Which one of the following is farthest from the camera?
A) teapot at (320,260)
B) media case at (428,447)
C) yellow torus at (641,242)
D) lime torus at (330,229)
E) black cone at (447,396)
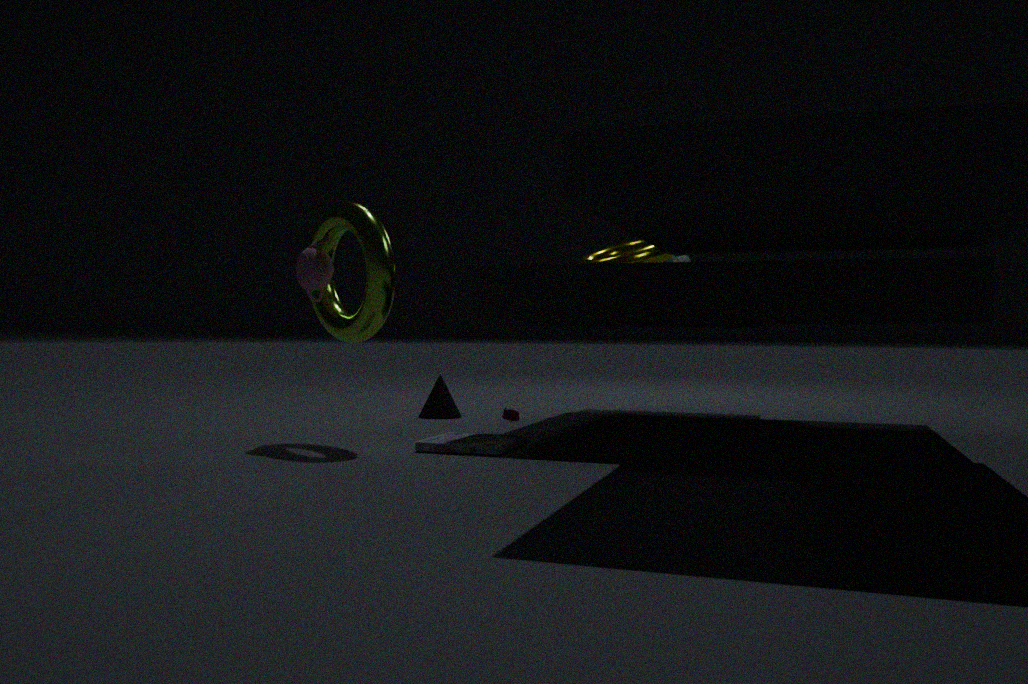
black cone at (447,396)
